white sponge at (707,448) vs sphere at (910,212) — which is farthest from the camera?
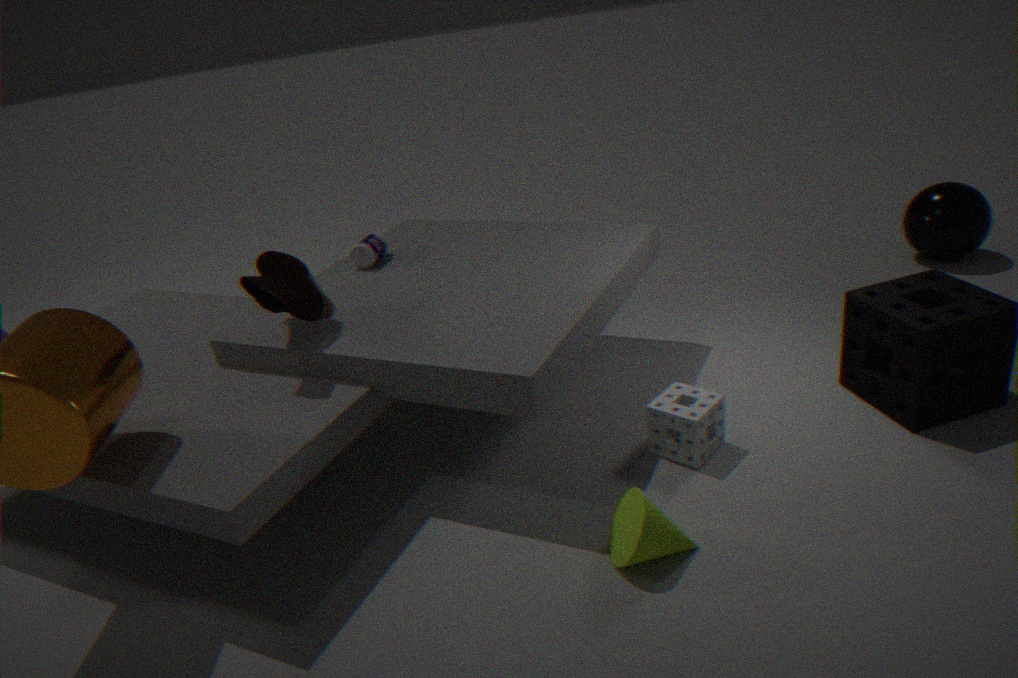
sphere at (910,212)
